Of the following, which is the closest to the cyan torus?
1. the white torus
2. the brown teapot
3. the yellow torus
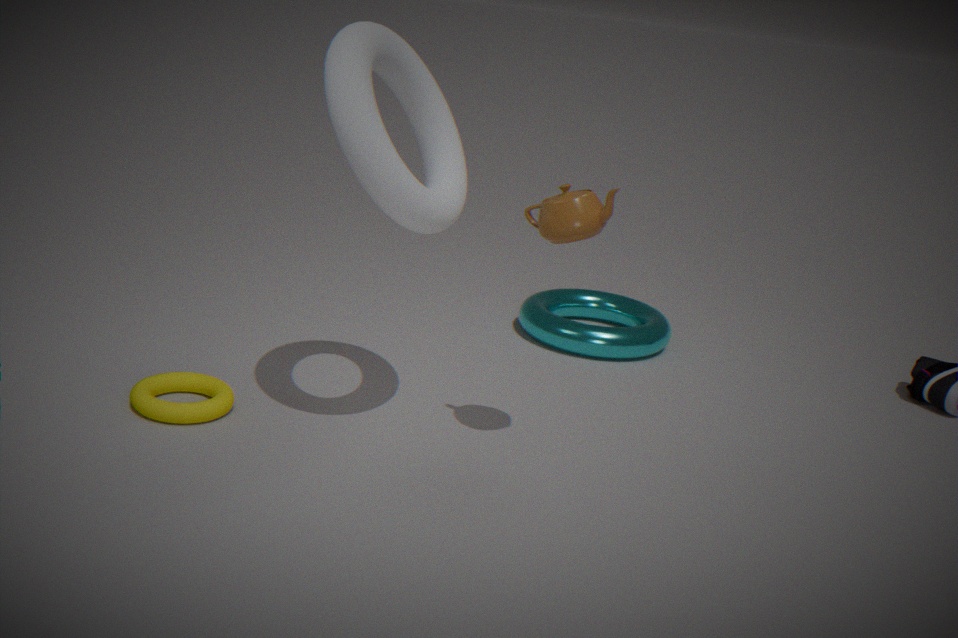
the white torus
